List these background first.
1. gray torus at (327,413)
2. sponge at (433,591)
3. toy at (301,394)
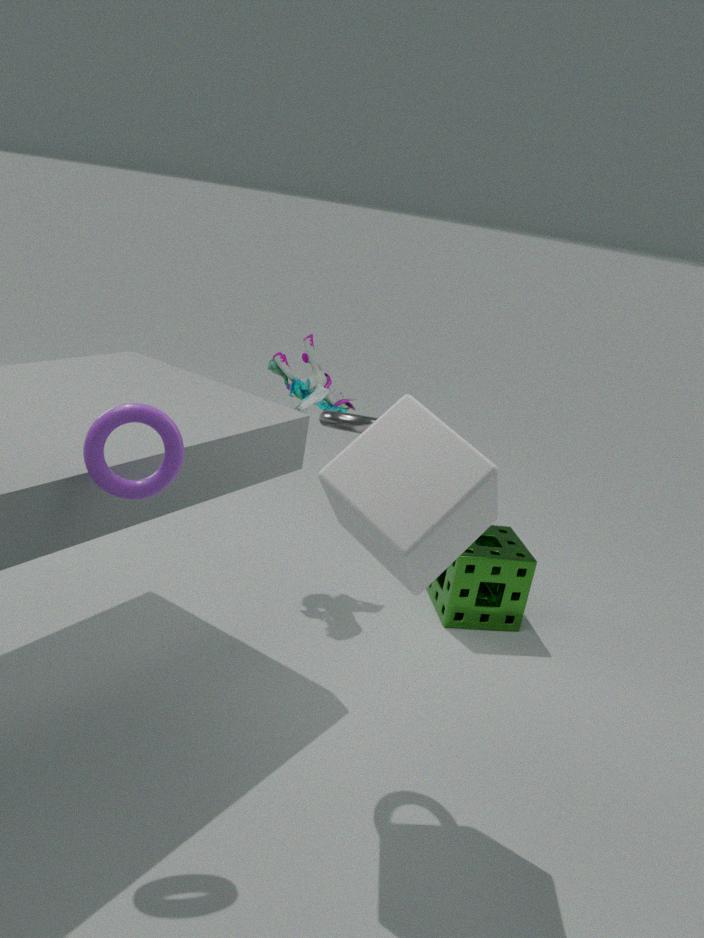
toy at (301,394), sponge at (433,591), gray torus at (327,413)
